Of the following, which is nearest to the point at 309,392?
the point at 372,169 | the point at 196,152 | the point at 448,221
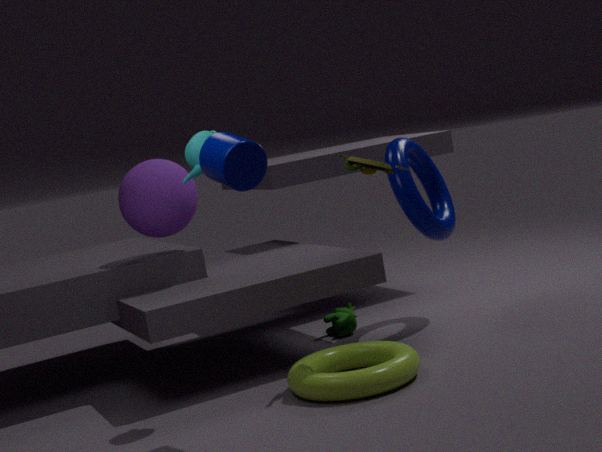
the point at 372,169
